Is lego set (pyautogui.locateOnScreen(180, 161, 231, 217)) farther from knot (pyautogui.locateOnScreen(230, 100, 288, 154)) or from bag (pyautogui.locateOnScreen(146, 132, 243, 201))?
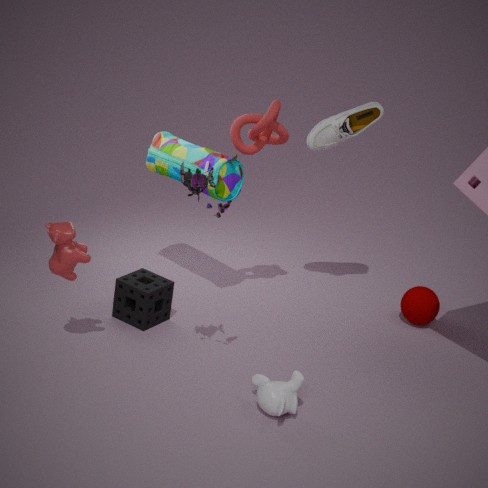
knot (pyautogui.locateOnScreen(230, 100, 288, 154))
